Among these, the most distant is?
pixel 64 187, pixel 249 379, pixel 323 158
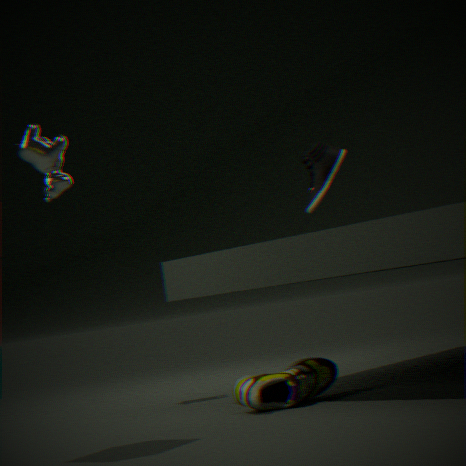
pixel 323 158
